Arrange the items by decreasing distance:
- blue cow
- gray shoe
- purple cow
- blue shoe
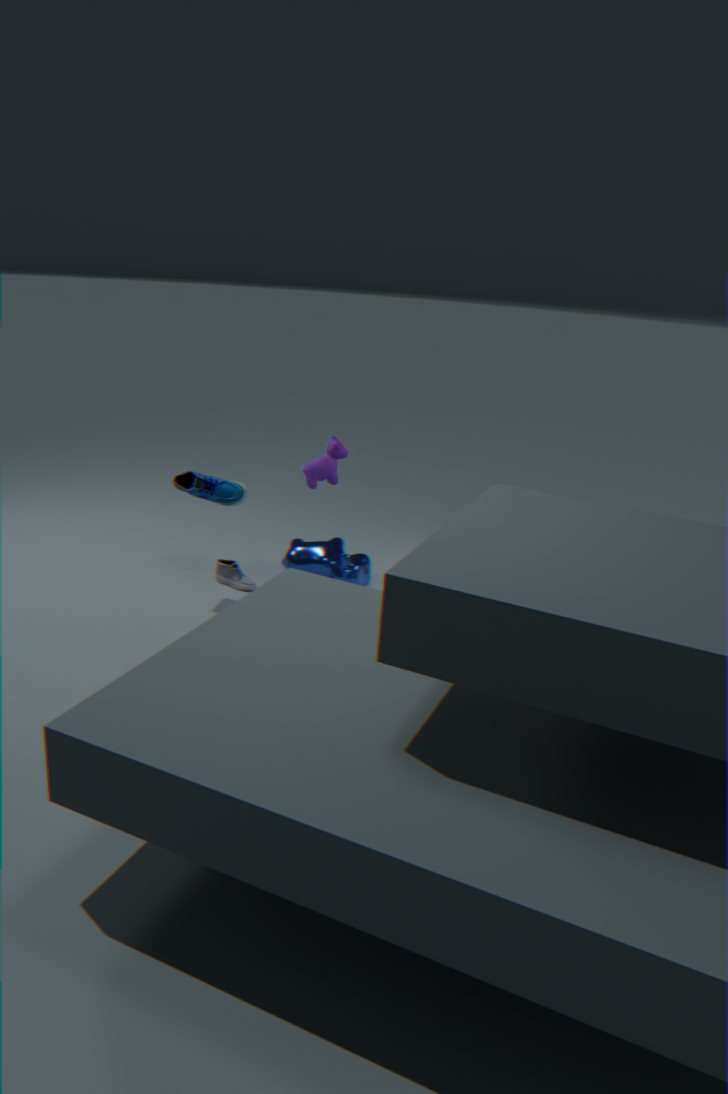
gray shoe → blue cow → purple cow → blue shoe
